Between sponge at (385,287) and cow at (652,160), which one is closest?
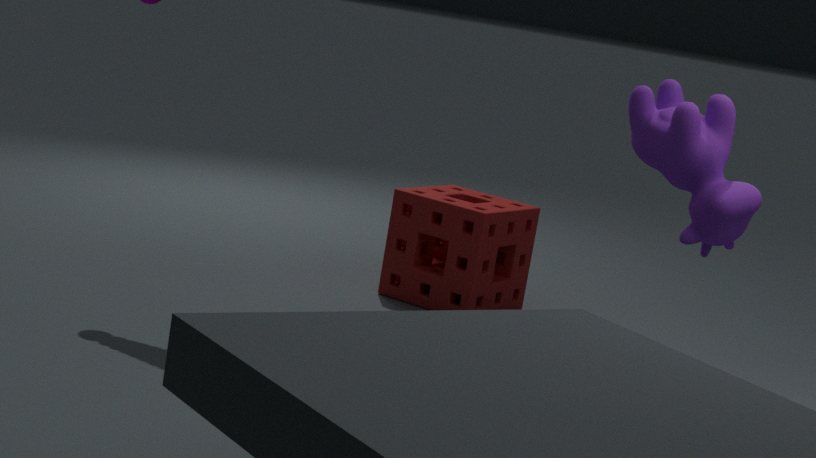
cow at (652,160)
